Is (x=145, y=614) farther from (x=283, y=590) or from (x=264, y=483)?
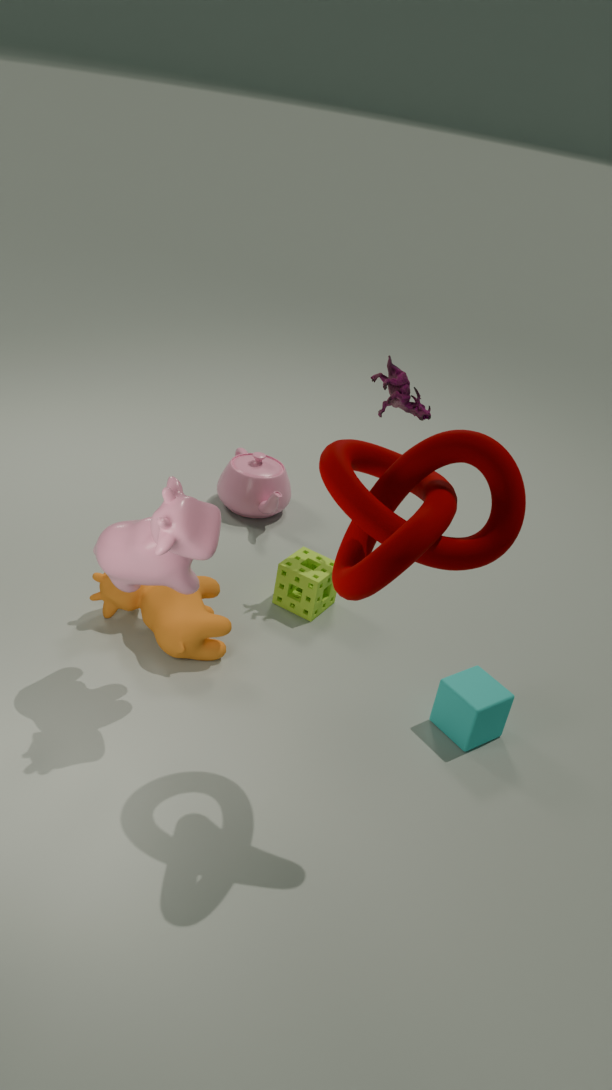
(x=264, y=483)
